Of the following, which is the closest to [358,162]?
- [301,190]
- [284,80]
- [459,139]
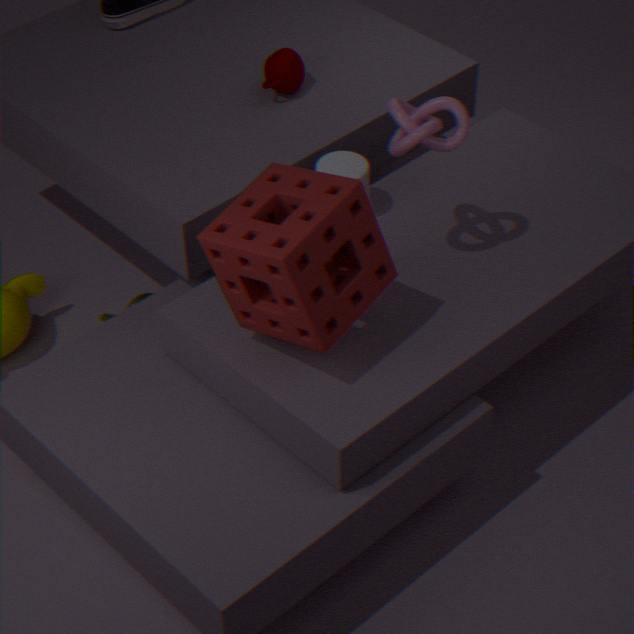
[459,139]
